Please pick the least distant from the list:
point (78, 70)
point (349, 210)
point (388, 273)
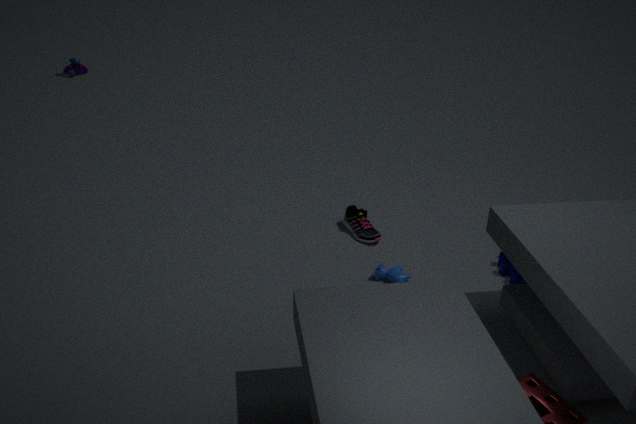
point (388, 273)
